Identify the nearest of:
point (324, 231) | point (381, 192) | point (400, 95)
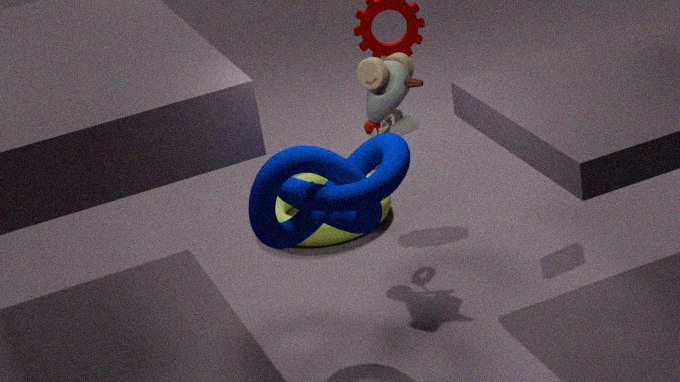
point (381, 192)
